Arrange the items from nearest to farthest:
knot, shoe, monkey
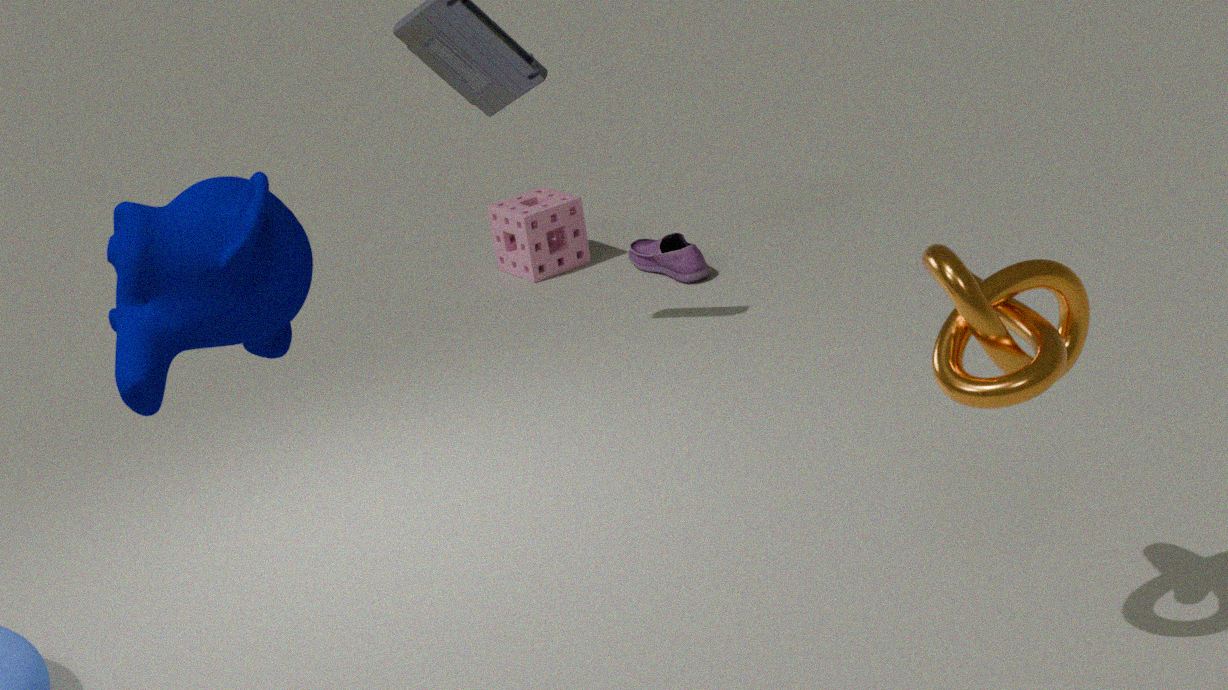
monkey, knot, shoe
